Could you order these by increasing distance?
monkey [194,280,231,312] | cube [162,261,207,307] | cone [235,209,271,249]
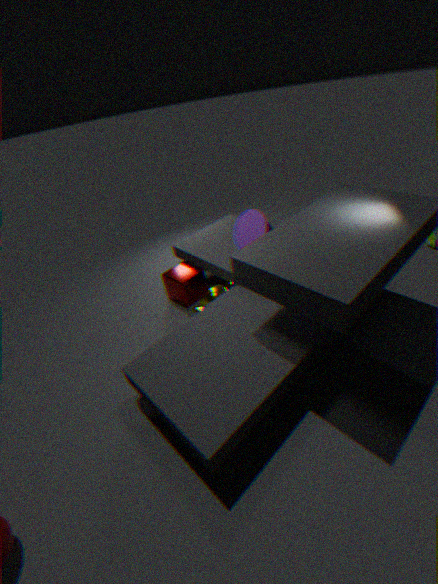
cone [235,209,271,249] → monkey [194,280,231,312] → cube [162,261,207,307]
